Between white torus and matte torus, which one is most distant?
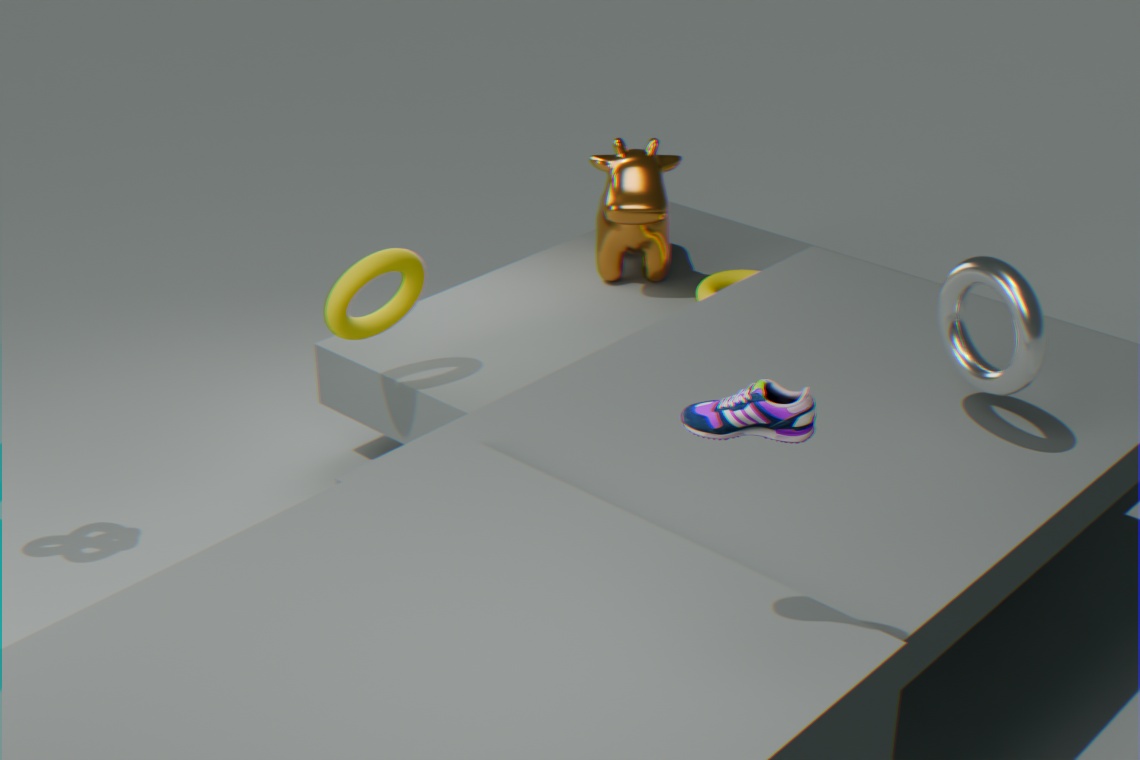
matte torus
